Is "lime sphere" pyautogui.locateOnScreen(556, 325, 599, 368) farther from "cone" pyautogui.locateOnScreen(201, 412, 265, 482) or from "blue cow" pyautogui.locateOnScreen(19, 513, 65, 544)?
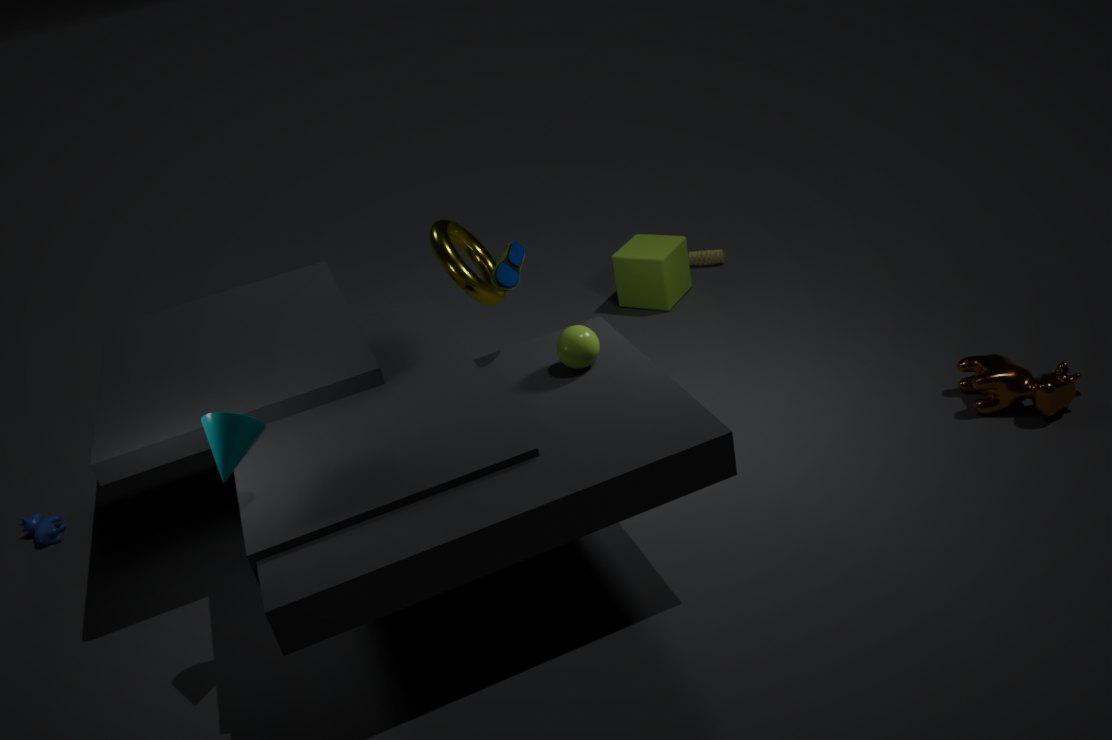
"blue cow" pyautogui.locateOnScreen(19, 513, 65, 544)
